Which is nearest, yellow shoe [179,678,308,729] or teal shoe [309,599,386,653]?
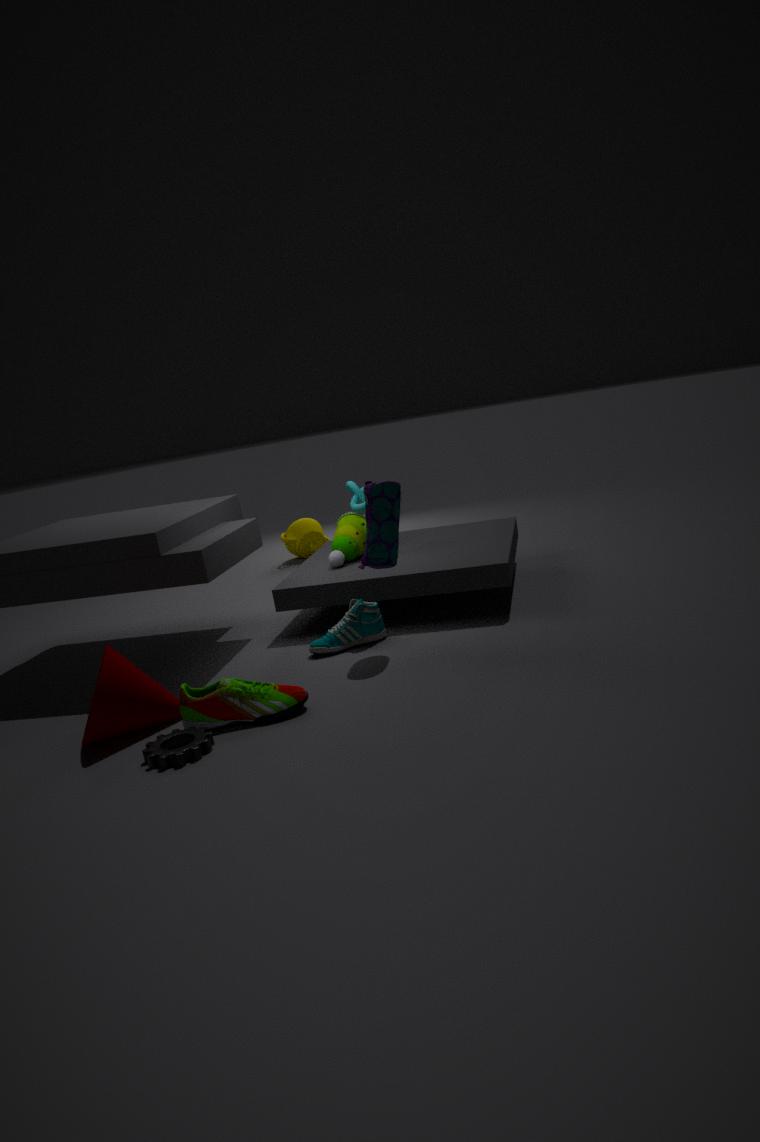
yellow shoe [179,678,308,729]
